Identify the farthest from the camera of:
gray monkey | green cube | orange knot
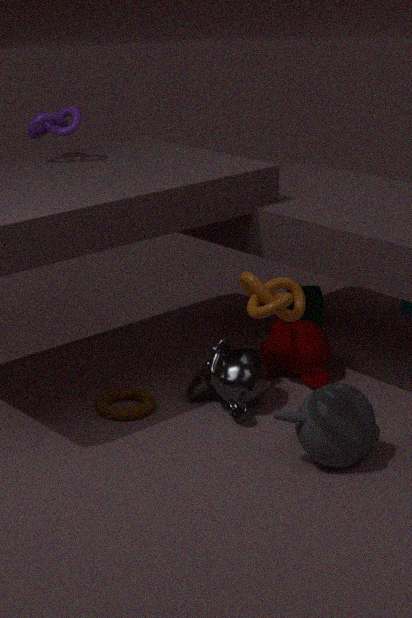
green cube
